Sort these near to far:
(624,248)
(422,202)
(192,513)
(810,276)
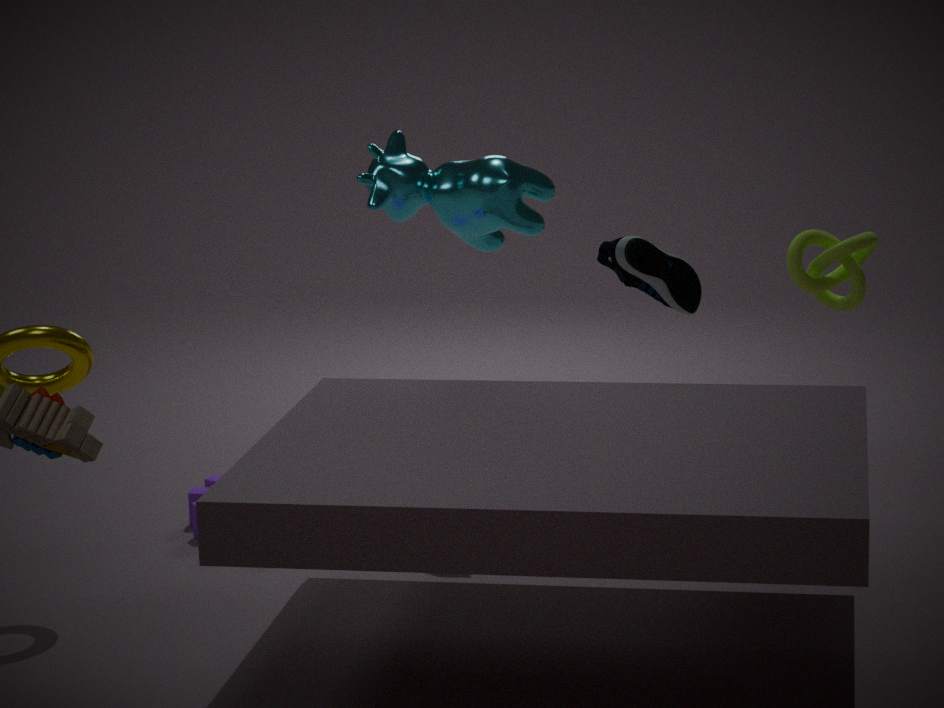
(422,202) → (192,513) → (624,248) → (810,276)
